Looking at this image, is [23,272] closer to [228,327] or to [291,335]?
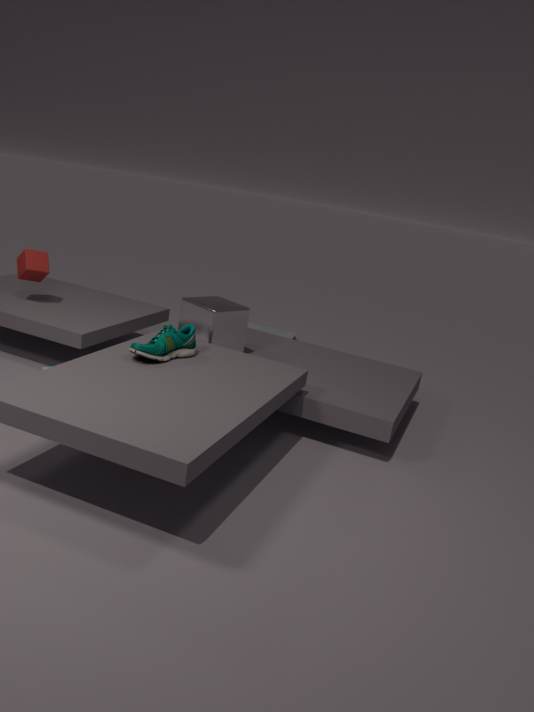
[228,327]
